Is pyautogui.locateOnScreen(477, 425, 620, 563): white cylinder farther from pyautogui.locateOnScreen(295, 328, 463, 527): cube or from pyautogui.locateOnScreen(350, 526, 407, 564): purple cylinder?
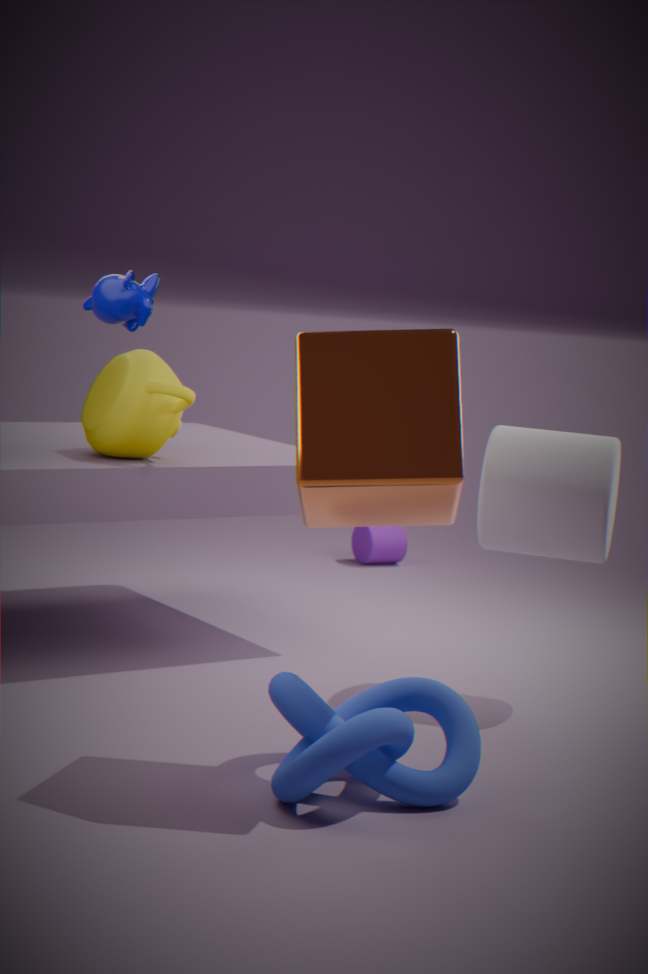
pyautogui.locateOnScreen(350, 526, 407, 564): purple cylinder
